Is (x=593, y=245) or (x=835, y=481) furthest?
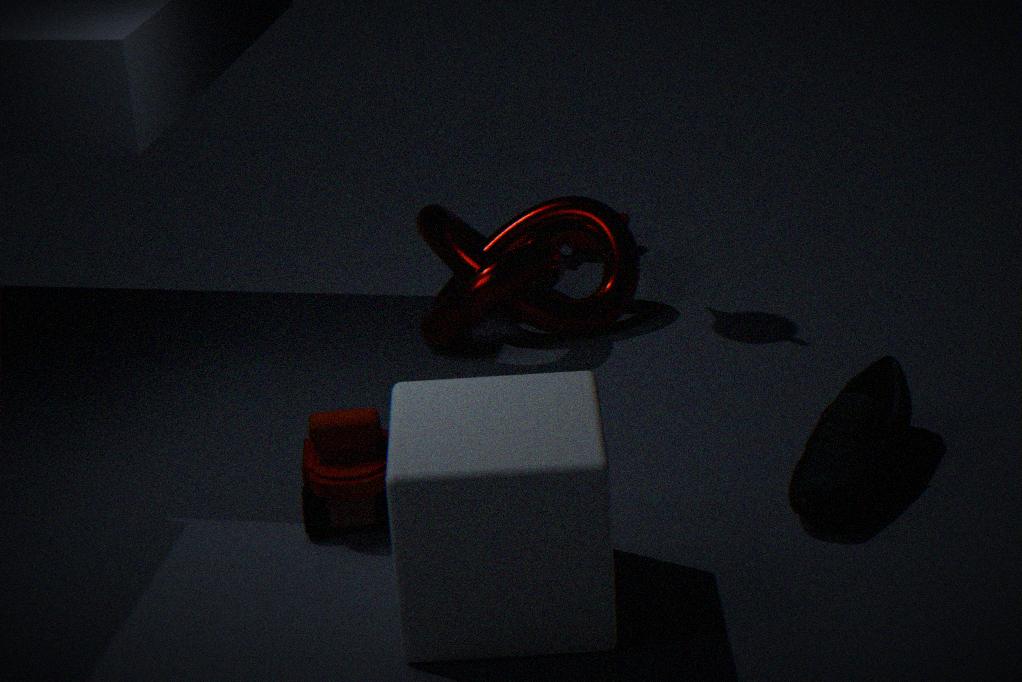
(x=593, y=245)
